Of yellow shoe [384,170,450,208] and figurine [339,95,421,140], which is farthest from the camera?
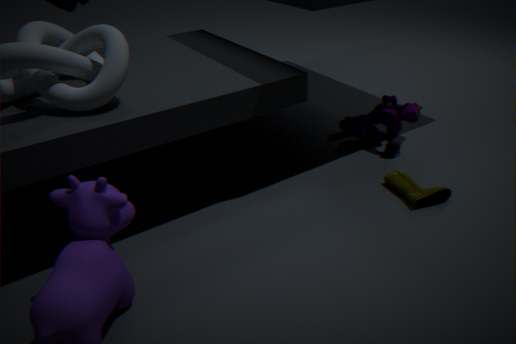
figurine [339,95,421,140]
